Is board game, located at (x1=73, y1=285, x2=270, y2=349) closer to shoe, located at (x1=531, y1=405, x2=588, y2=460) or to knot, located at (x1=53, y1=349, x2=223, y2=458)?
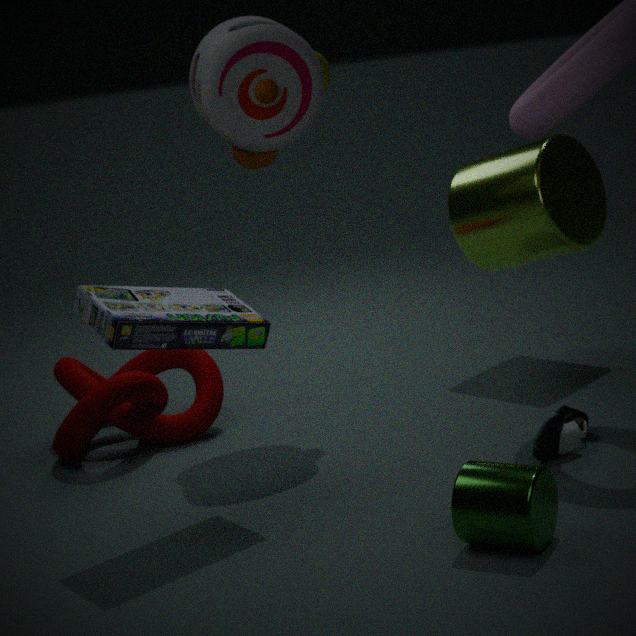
knot, located at (x1=53, y1=349, x2=223, y2=458)
